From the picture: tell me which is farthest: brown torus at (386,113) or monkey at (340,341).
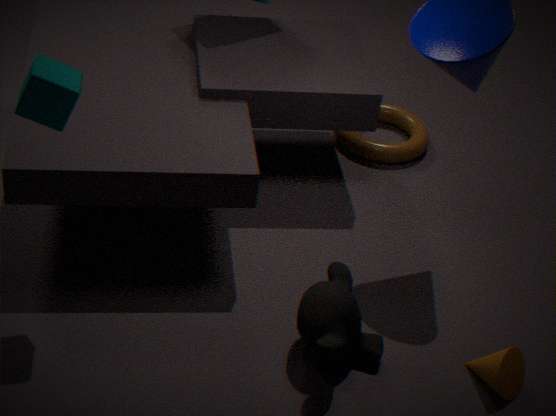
brown torus at (386,113)
